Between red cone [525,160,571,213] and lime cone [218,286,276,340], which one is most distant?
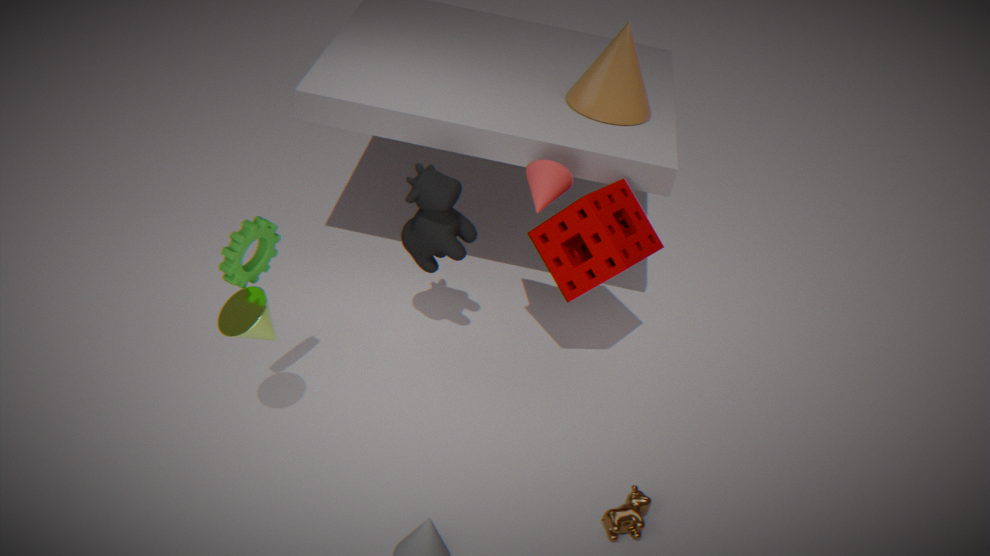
red cone [525,160,571,213]
